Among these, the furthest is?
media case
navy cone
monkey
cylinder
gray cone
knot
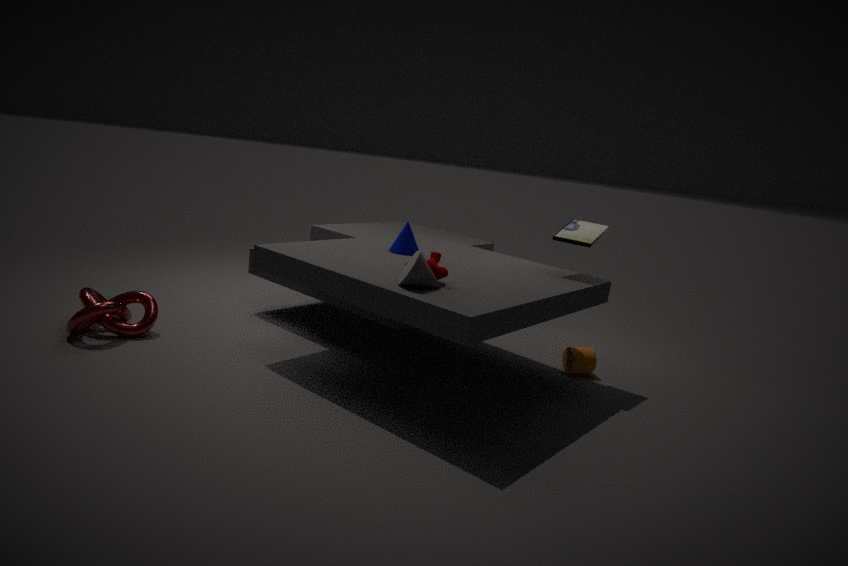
cylinder
